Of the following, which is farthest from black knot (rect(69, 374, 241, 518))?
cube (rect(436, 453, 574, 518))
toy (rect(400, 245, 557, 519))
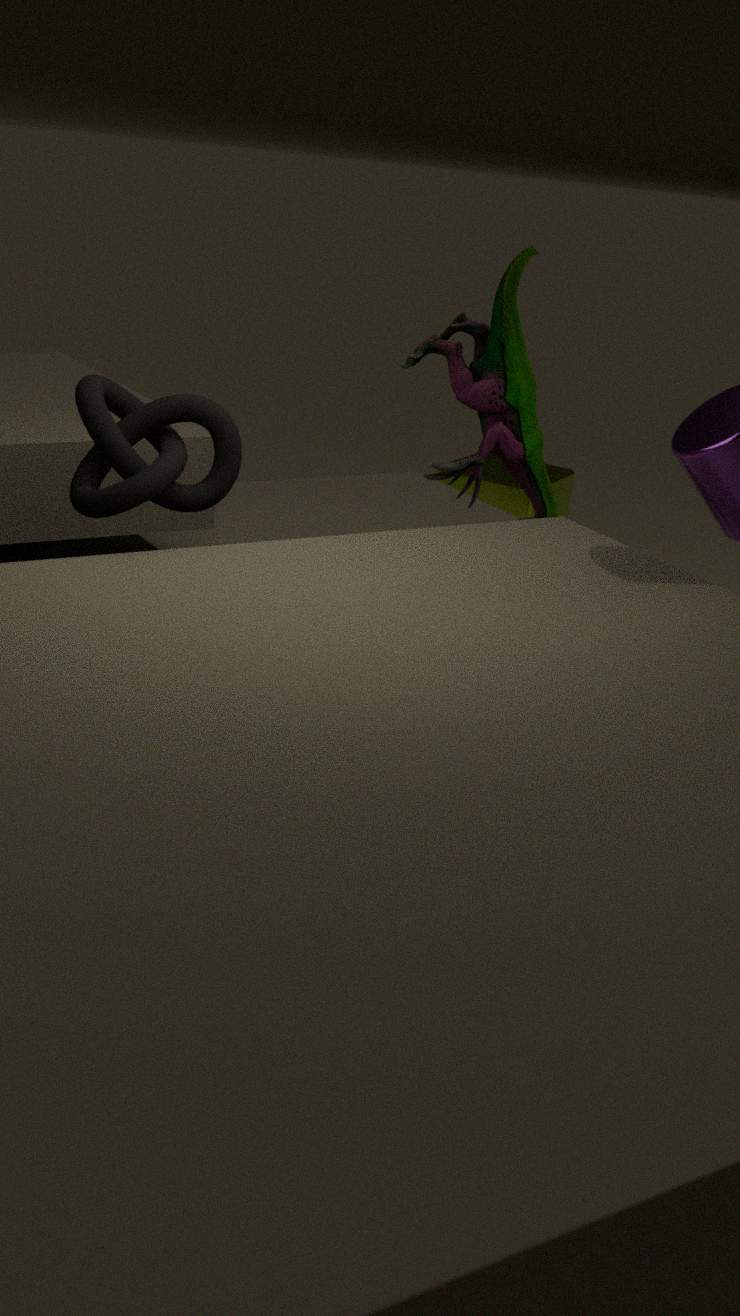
cube (rect(436, 453, 574, 518))
